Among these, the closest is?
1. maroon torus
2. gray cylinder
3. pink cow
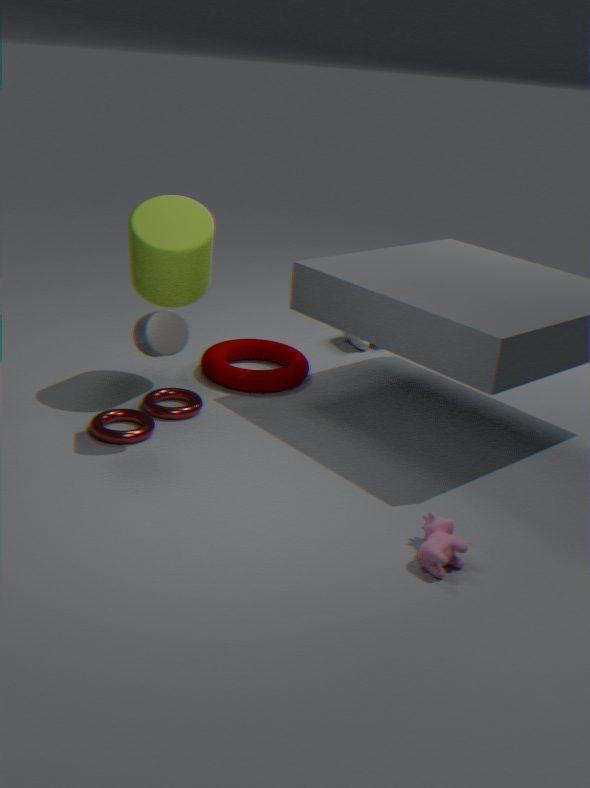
pink cow
